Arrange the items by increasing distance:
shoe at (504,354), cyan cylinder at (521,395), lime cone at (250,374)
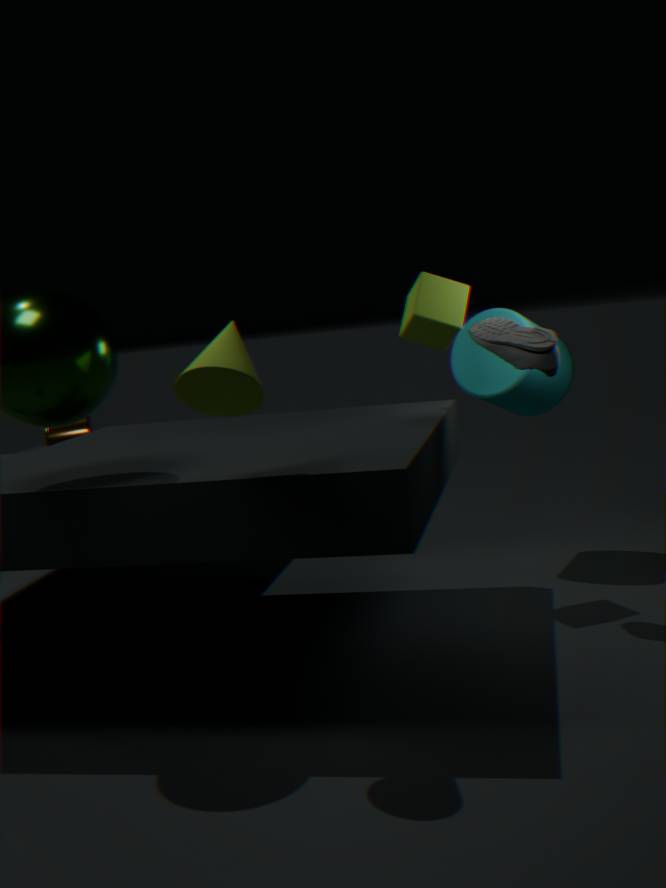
lime cone at (250,374)
shoe at (504,354)
cyan cylinder at (521,395)
